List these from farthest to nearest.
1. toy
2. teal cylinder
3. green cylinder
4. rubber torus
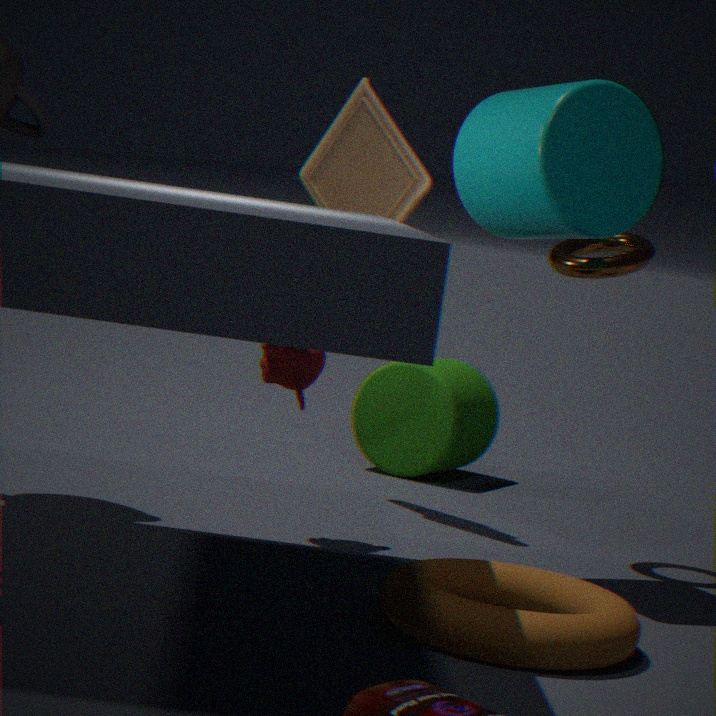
green cylinder → toy → teal cylinder → rubber torus
